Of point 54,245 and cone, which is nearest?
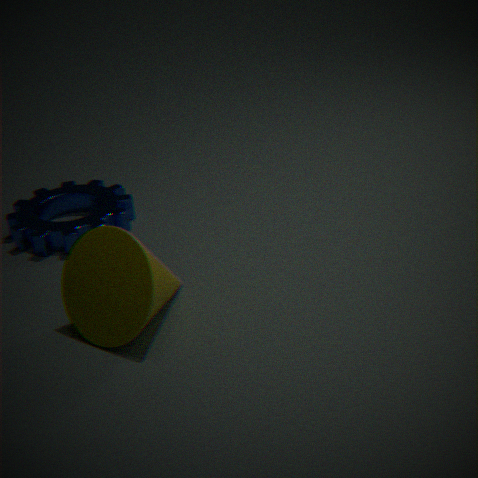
cone
